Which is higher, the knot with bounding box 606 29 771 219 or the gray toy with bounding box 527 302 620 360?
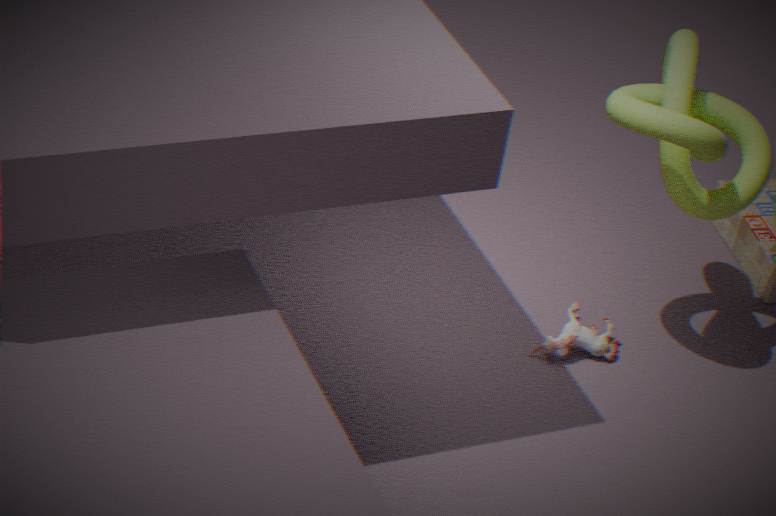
the knot with bounding box 606 29 771 219
